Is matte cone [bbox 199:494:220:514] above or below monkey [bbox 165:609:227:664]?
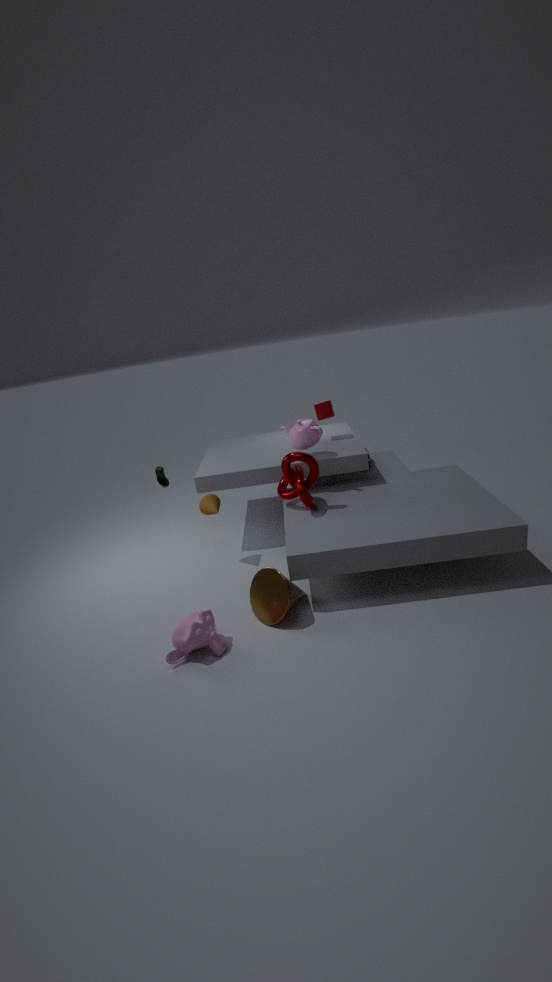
above
